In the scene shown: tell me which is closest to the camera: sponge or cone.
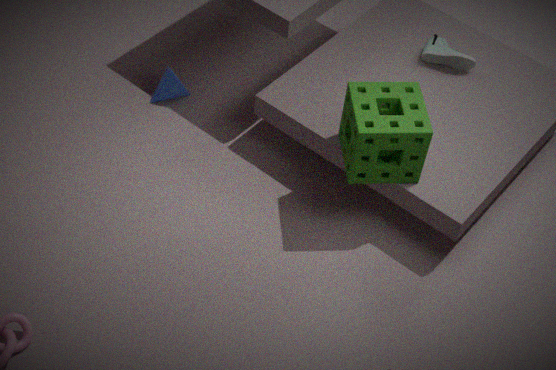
sponge
